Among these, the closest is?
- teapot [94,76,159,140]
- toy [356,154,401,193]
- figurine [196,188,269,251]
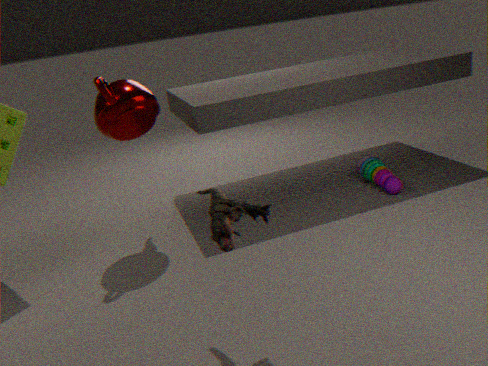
figurine [196,188,269,251]
